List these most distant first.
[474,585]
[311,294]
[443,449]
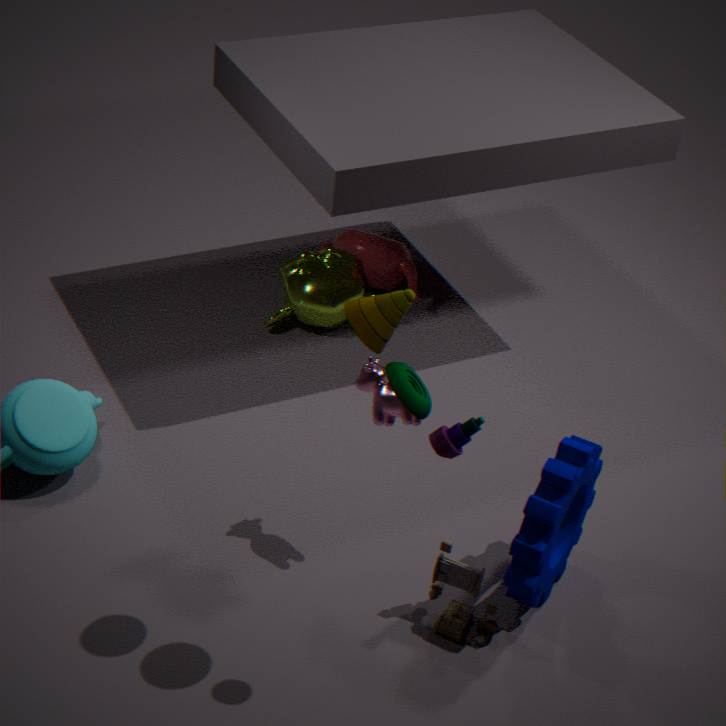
[311,294], [474,585], [443,449]
